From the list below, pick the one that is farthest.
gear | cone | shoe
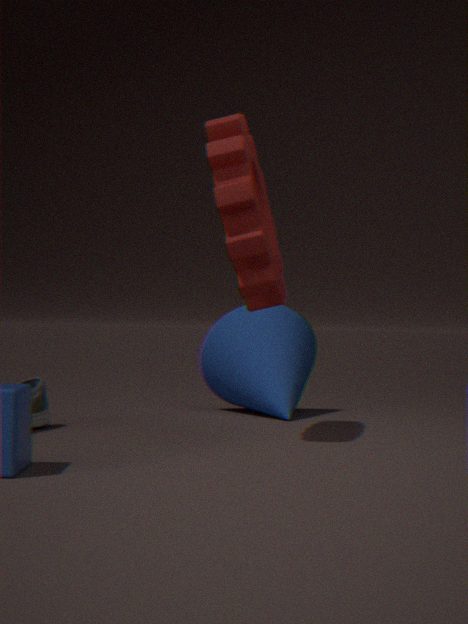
cone
